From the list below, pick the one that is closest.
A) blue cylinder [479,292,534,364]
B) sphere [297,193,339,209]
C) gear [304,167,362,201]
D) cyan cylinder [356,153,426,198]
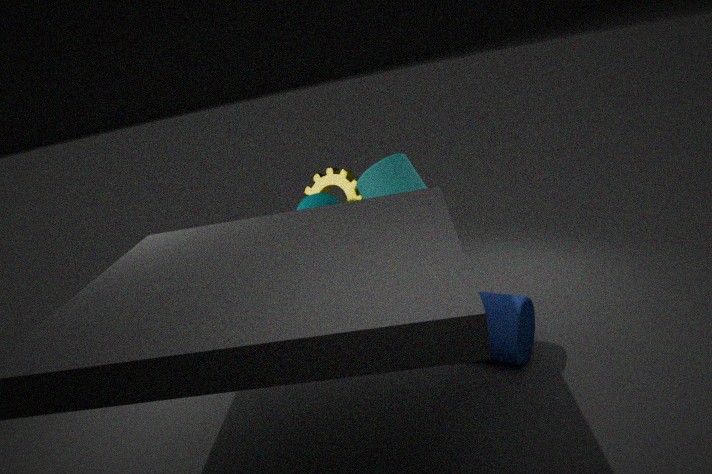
blue cylinder [479,292,534,364]
